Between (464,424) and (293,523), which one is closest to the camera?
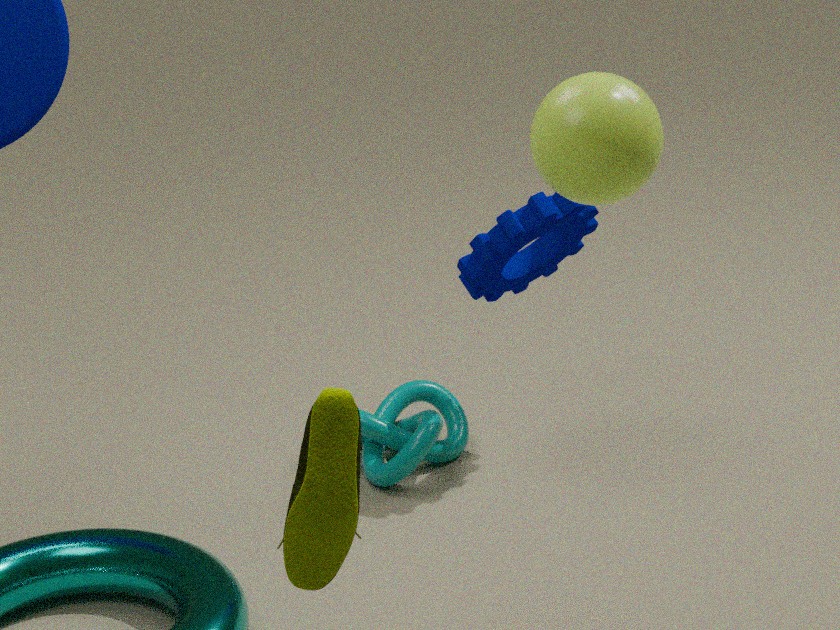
(293,523)
